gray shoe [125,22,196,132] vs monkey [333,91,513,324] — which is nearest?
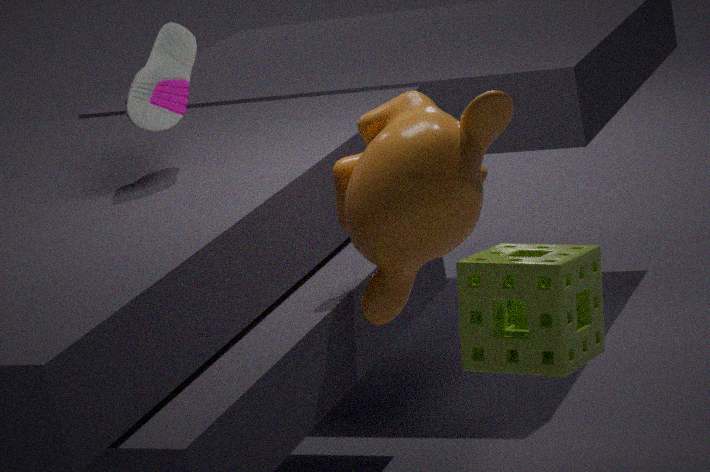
monkey [333,91,513,324]
